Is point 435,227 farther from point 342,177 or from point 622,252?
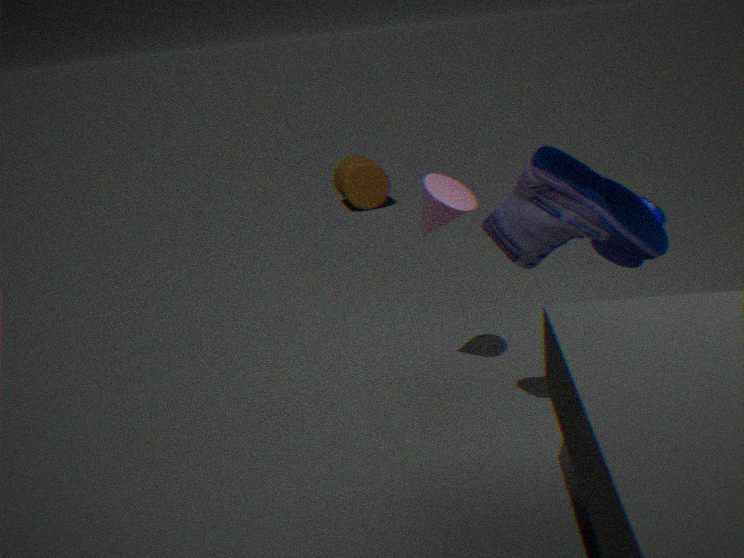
point 342,177
